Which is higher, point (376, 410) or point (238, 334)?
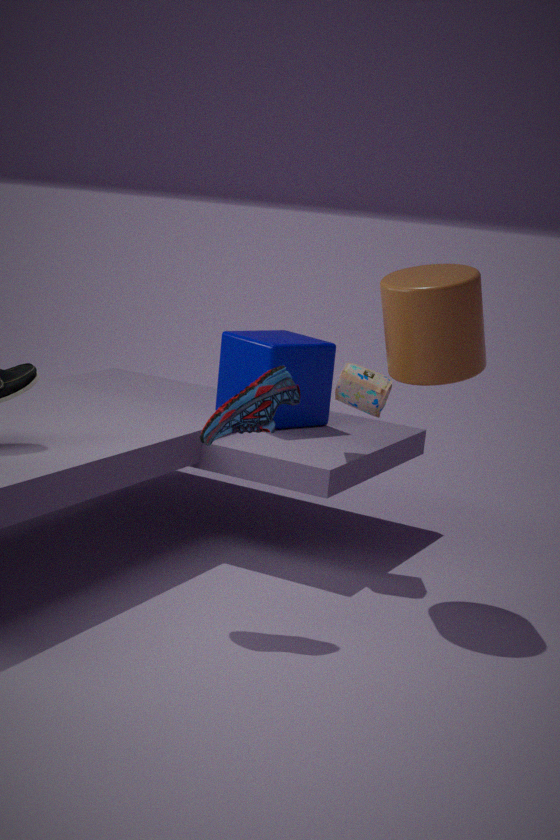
point (376, 410)
